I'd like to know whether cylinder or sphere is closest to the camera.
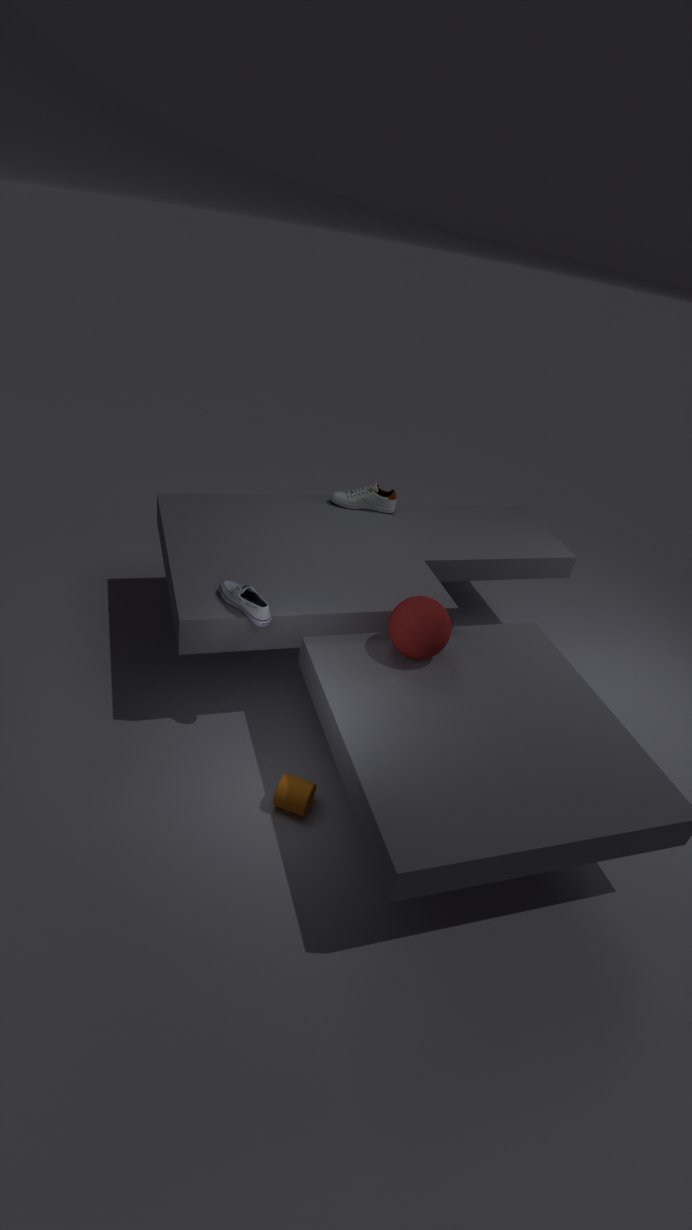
cylinder
